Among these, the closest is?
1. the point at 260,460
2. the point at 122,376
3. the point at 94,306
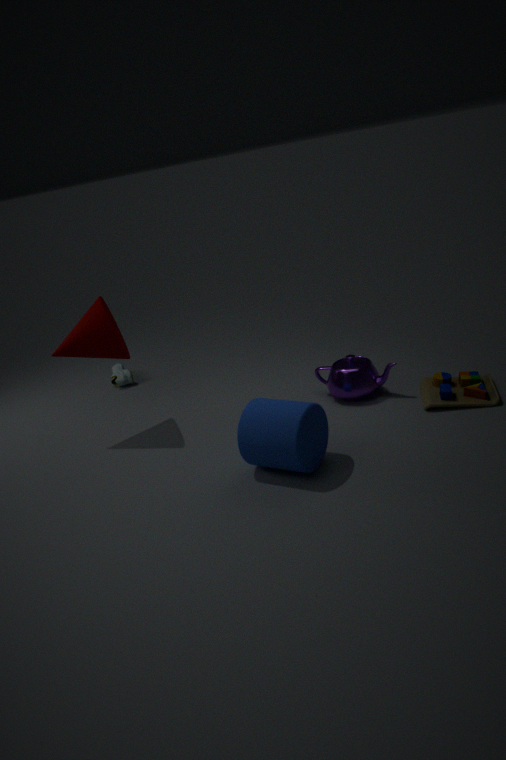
the point at 260,460
